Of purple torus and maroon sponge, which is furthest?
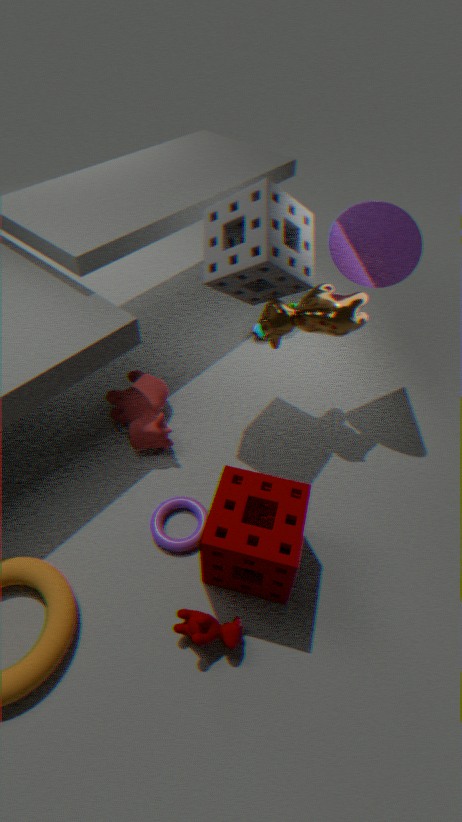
purple torus
